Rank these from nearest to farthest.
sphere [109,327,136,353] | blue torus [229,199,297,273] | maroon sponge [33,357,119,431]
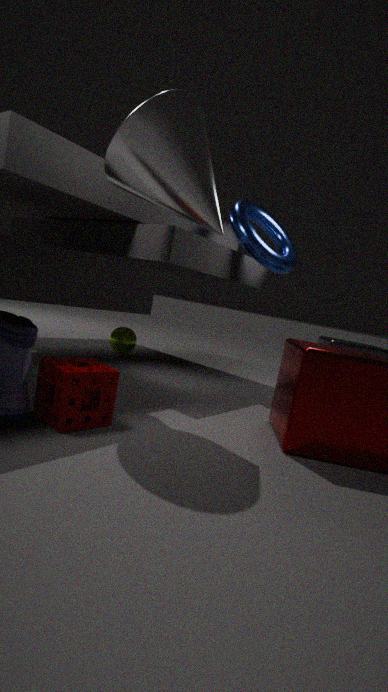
1. maroon sponge [33,357,119,431]
2. blue torus [229,199,297,273]
3. sphere [109,327,136,353]
